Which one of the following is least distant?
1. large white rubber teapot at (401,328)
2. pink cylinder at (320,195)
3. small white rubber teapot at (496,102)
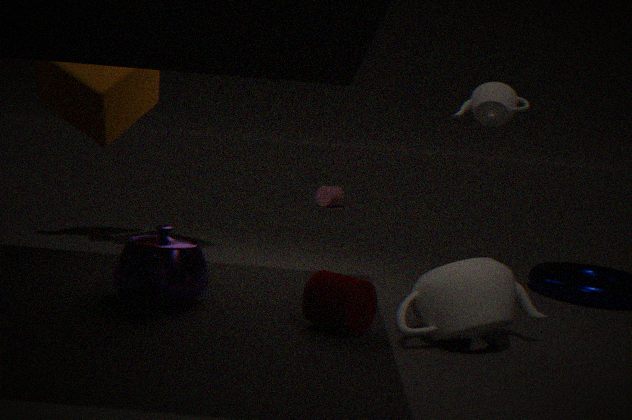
large white rubber teapot at (401,328)
